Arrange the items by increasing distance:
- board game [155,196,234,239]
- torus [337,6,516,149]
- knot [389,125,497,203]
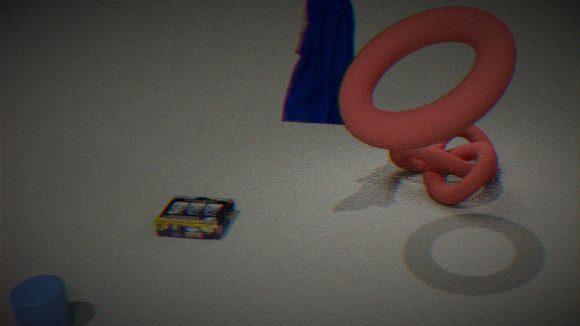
torus [337,6,516,149] → board game [155,196,234,239] → knot [389,125,497,203]
